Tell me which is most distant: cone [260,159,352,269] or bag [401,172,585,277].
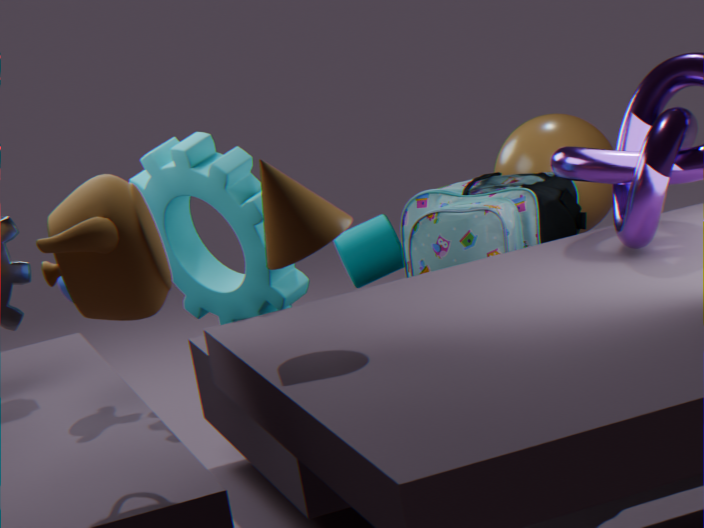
bag [401,172,585,277]
